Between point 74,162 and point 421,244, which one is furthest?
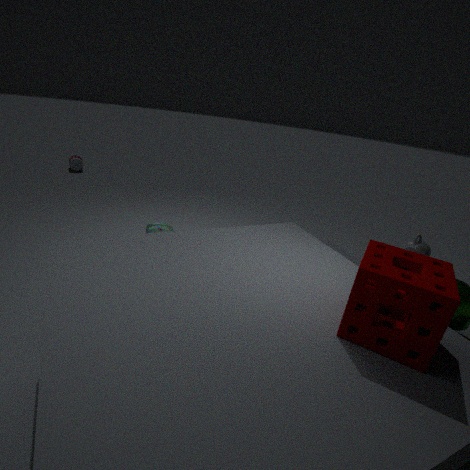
point 74,162
